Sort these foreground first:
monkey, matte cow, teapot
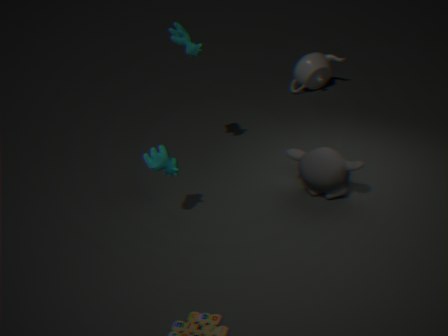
matte cow
monkey
teapot
